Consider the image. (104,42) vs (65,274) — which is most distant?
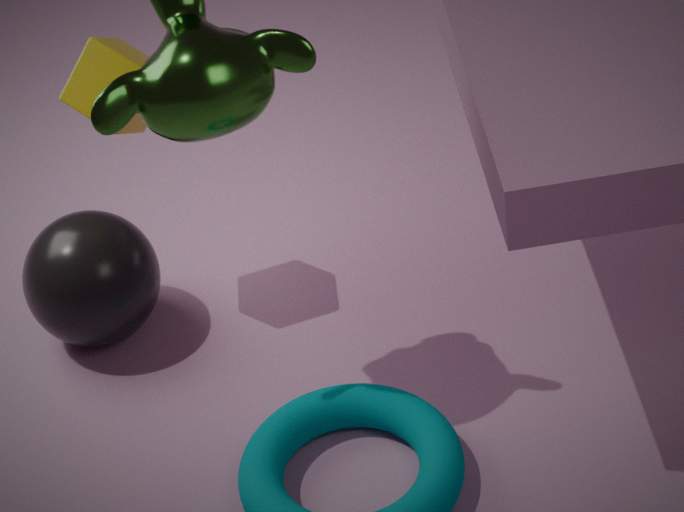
(65,274)
